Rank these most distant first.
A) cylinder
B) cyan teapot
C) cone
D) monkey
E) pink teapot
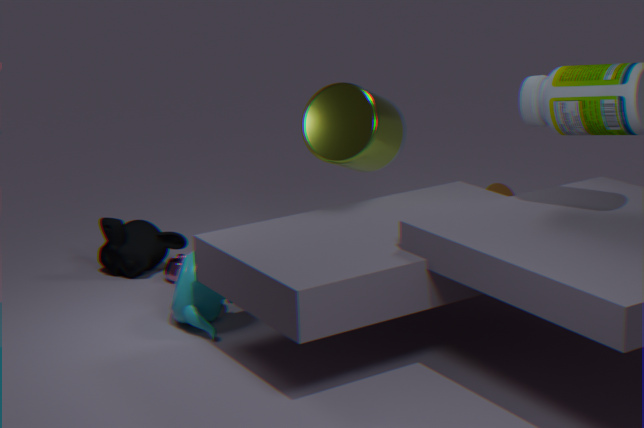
cone < monkey < pink teapot < cylinder < cyan teapot
